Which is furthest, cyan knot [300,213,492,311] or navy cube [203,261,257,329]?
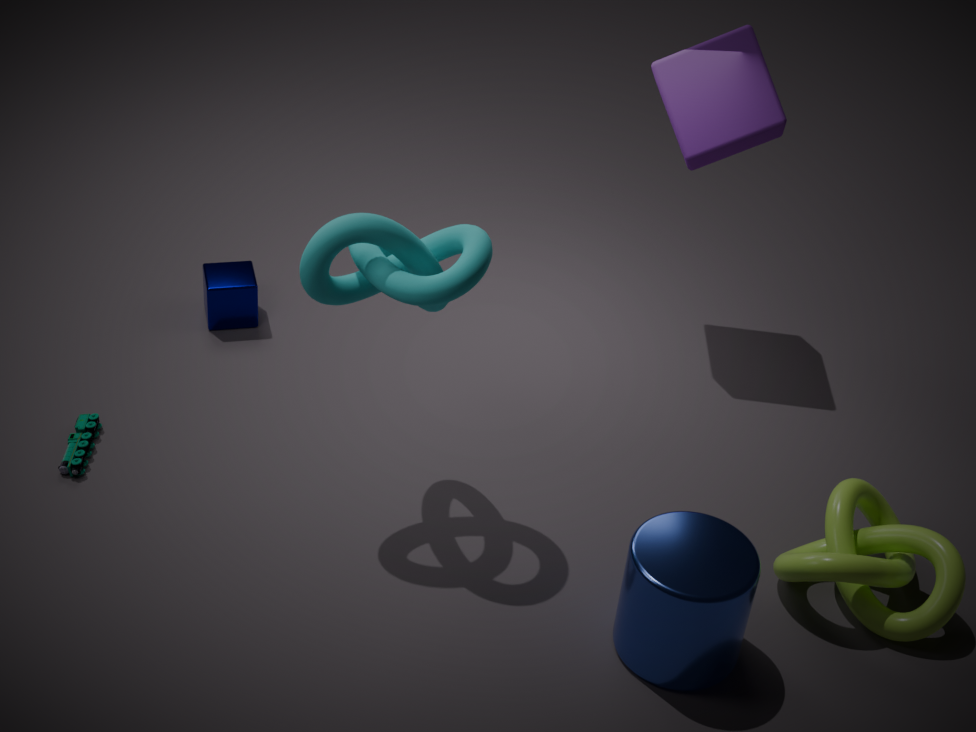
navy cube [203,261,257,329]
